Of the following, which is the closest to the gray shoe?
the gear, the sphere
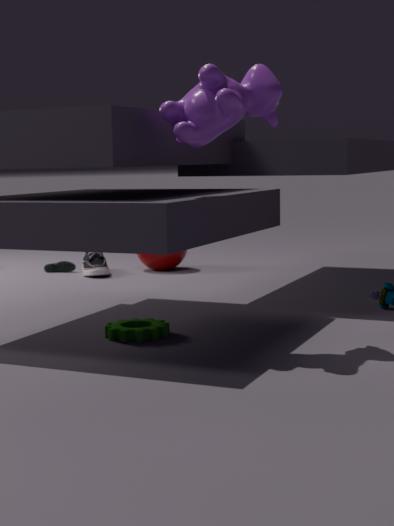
the sphere
